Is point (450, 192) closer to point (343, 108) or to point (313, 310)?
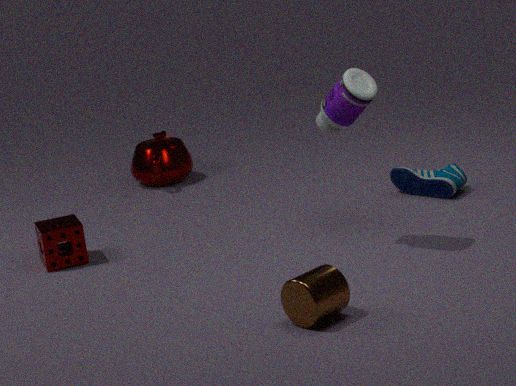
point (343, 108)
